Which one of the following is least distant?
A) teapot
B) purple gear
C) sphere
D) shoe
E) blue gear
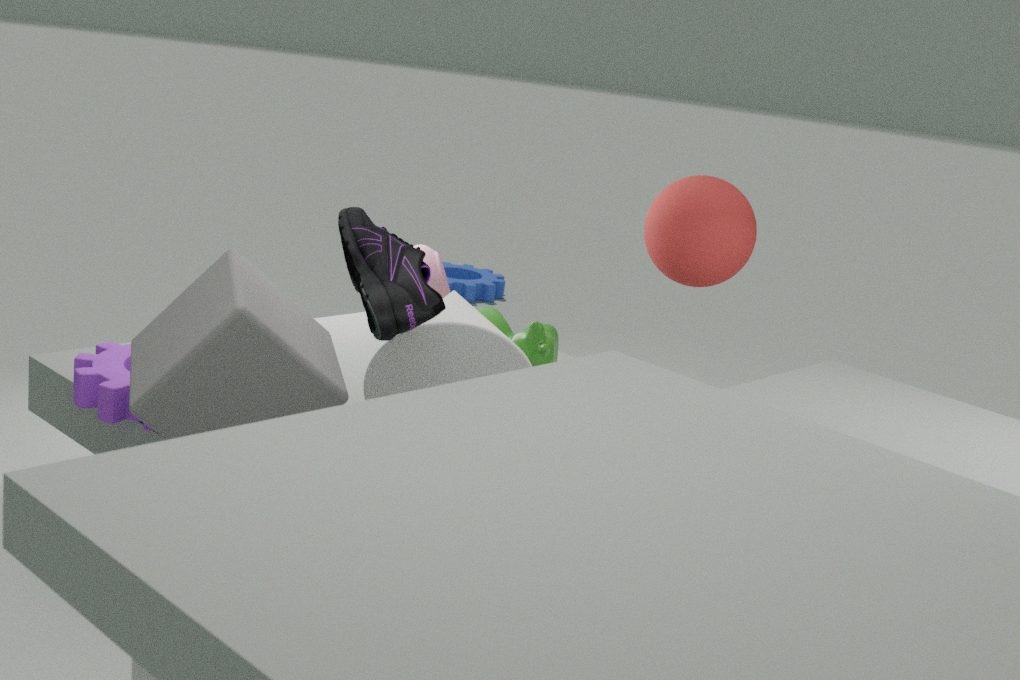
shoe
